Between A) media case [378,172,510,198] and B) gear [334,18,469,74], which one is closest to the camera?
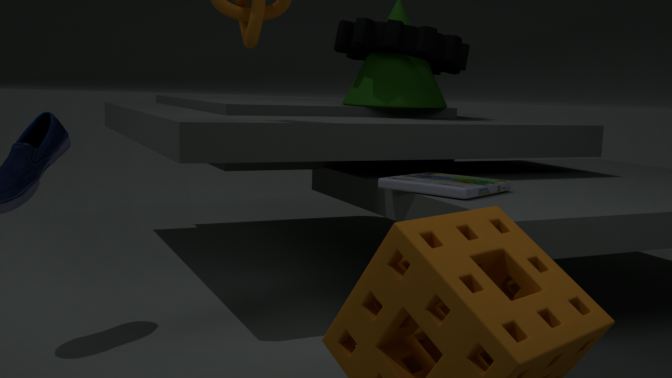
A. media case [378,172,510,198]
